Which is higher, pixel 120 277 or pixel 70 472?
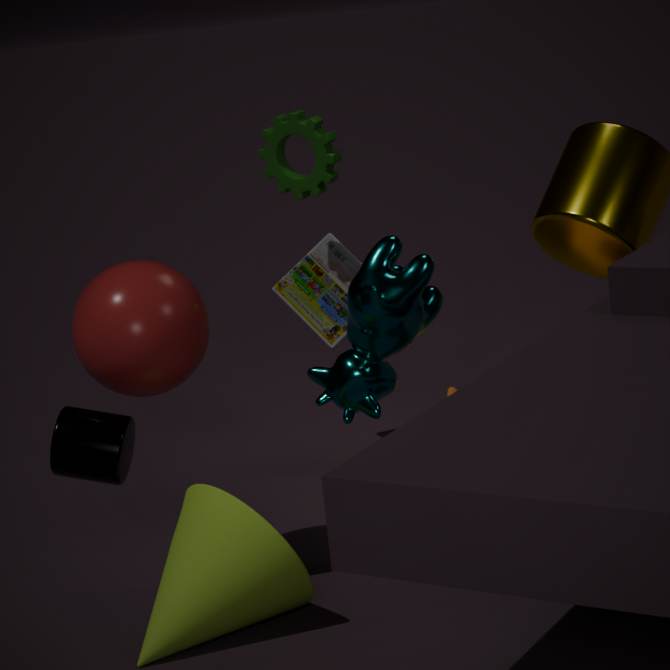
pixel 120 277
